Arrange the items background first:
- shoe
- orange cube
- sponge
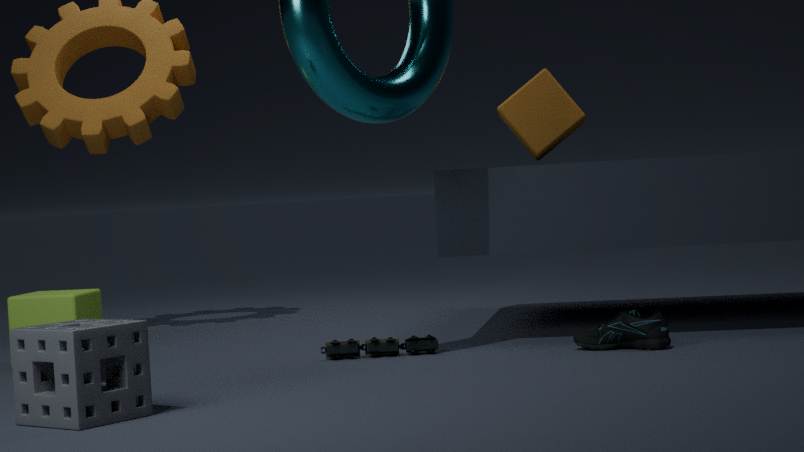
orange cube < shoe < sponge
